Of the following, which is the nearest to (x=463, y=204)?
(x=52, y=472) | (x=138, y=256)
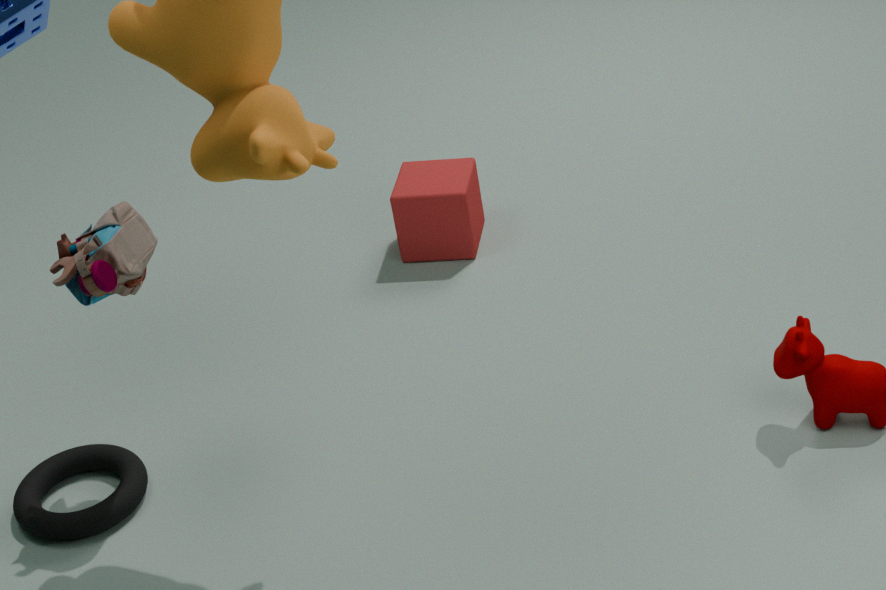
(x=138, y=256)
